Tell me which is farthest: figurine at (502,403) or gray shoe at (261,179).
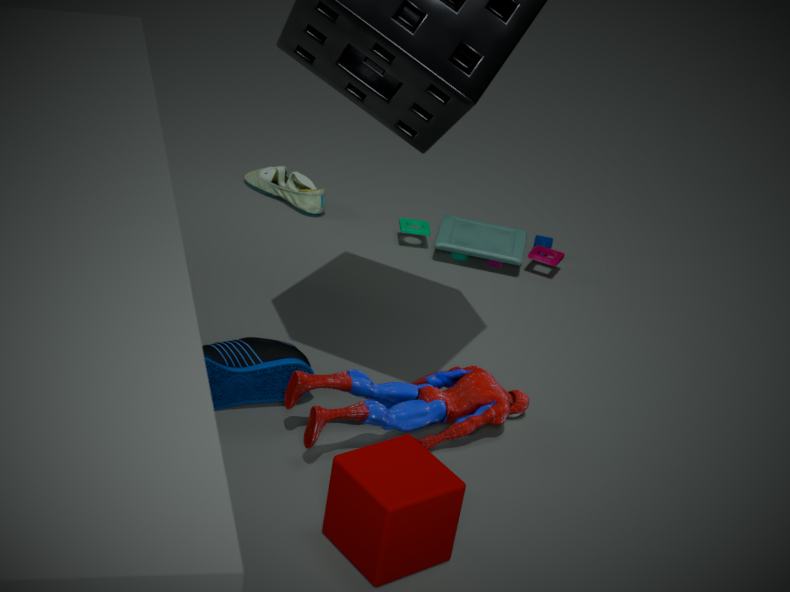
gray shoe at (261,179)
